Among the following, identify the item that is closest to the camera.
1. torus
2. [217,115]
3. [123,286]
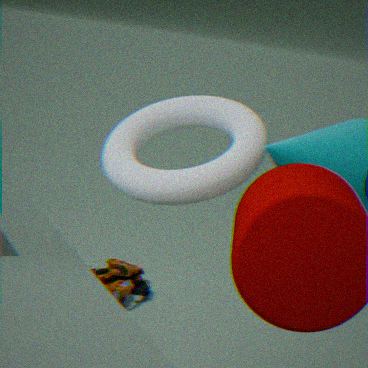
torus
